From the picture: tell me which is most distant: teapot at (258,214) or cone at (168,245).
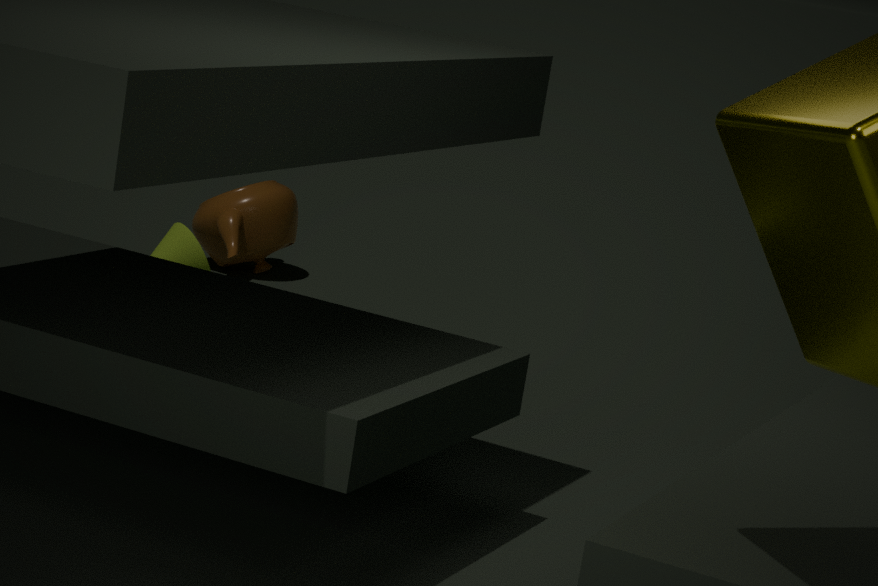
teapot at (258,214)
